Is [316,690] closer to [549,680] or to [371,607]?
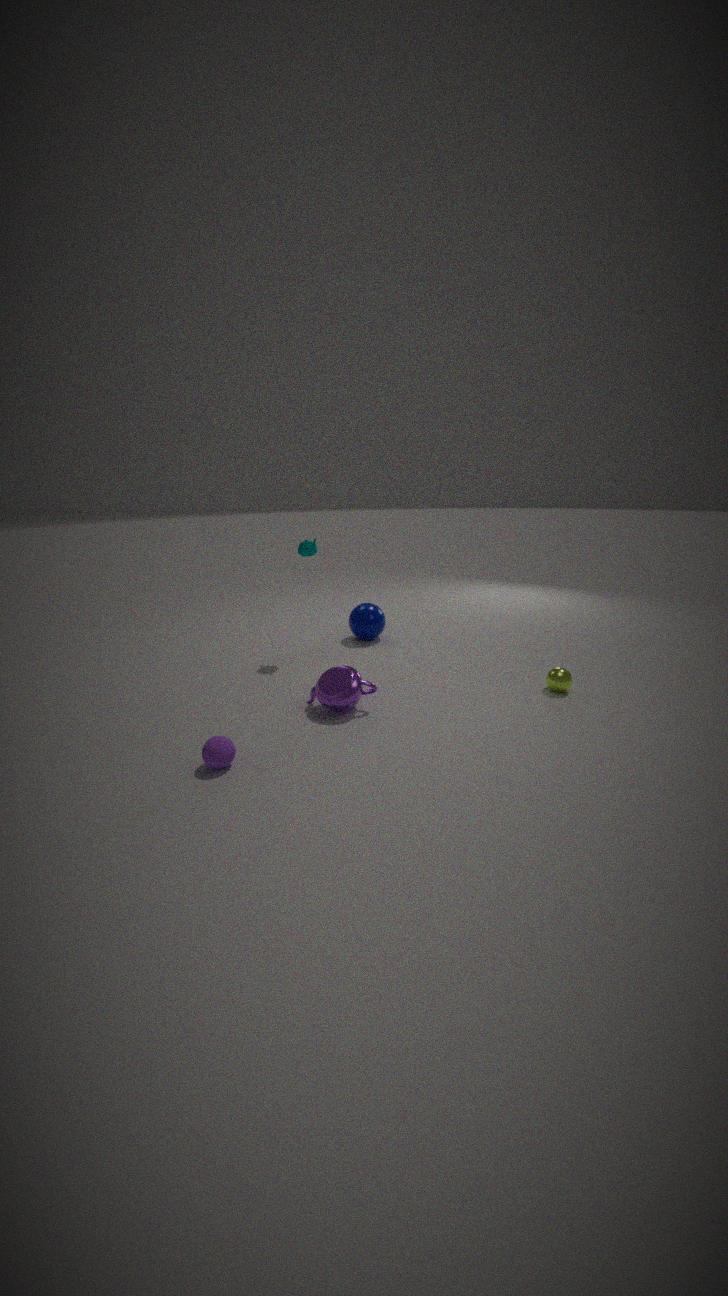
[371,607]
